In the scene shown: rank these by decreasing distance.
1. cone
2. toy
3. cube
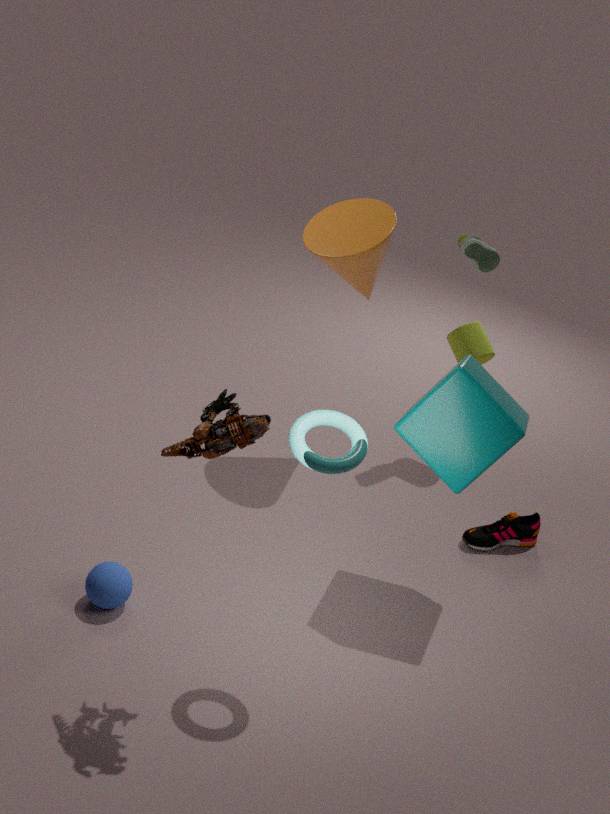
cone → cube → toy
